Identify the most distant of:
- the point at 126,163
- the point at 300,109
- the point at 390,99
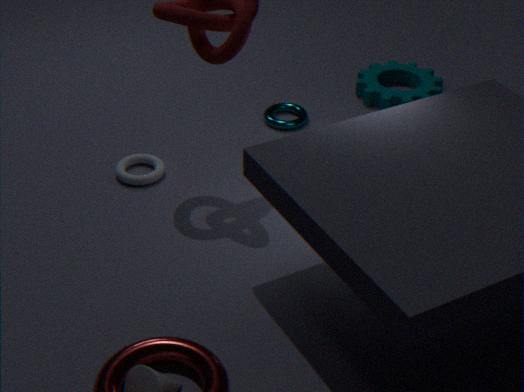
the point at 390,99
